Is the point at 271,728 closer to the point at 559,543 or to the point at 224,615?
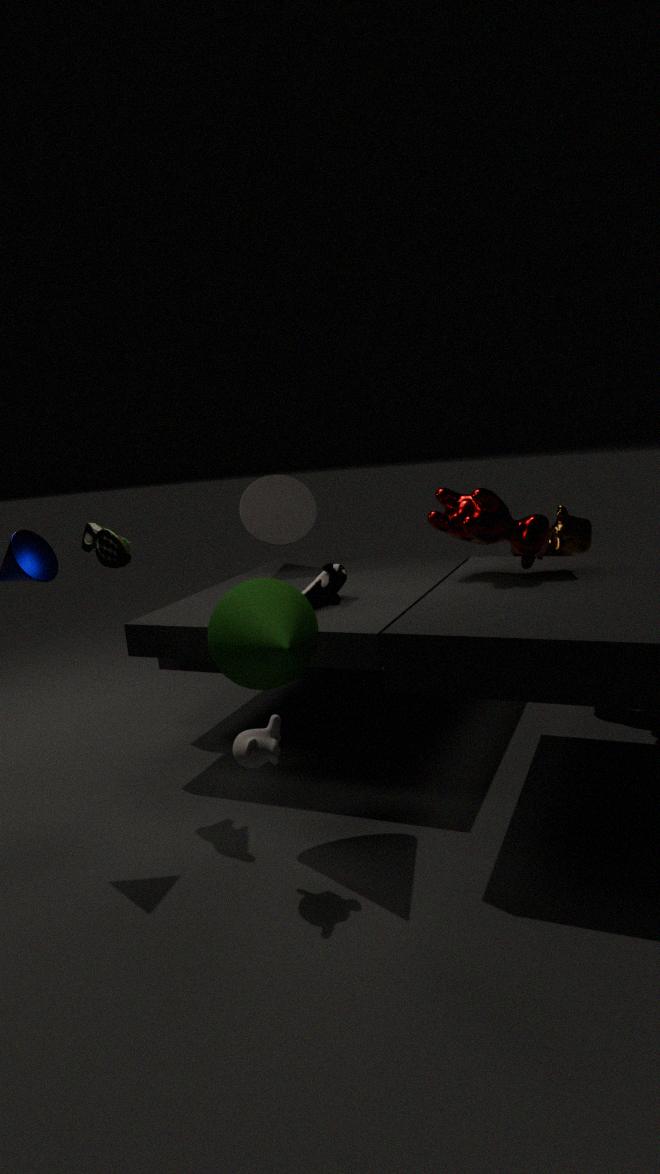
the point at 224,615
